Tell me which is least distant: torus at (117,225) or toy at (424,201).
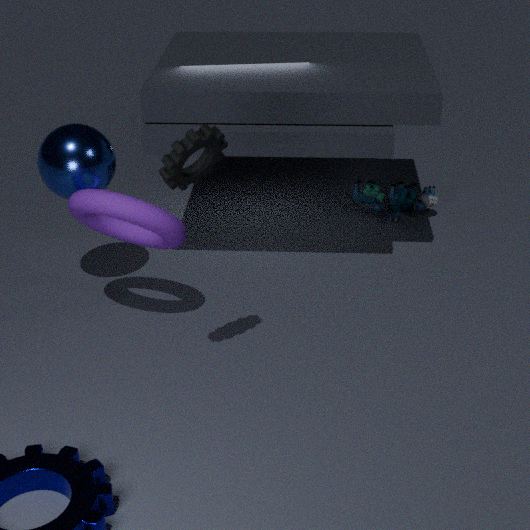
torus at (117,225)
